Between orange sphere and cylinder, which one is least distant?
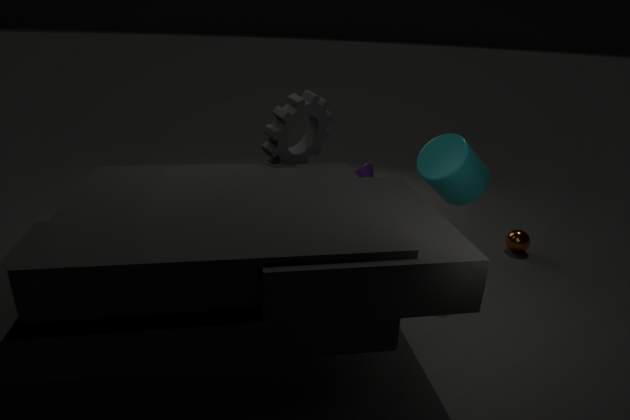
cylinder
